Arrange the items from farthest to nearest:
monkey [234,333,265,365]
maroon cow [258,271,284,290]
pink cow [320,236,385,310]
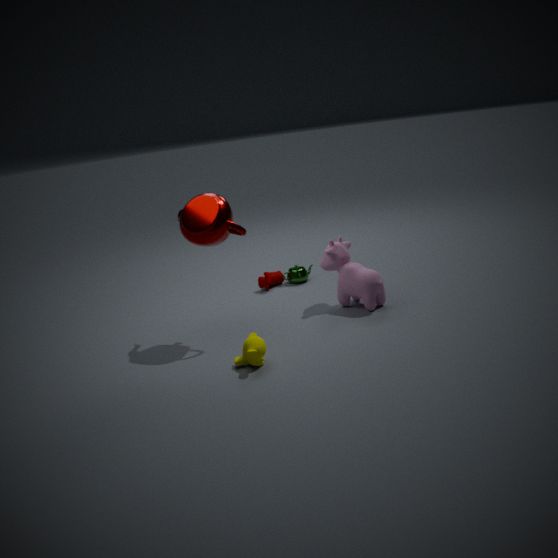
maroon cow [258,271,284,290] → pink cow [320,236,385,310] → monkey [234,333,265,365]
